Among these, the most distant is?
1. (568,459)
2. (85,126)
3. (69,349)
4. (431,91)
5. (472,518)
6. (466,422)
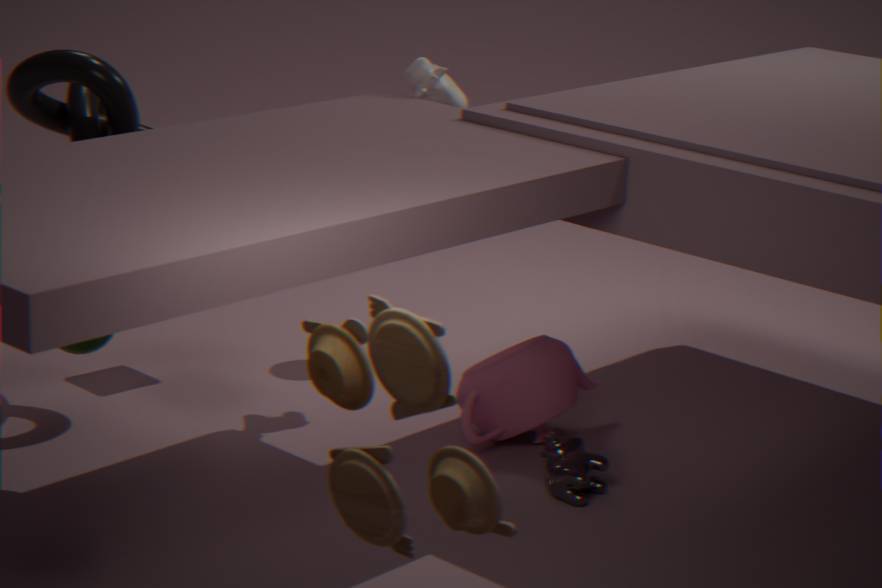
(431,91)
